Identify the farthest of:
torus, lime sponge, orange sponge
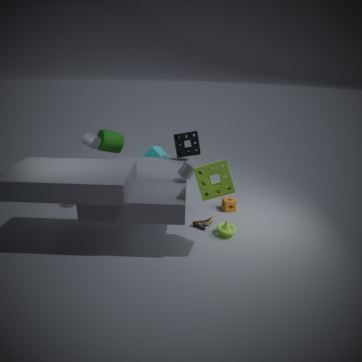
orange sponge
